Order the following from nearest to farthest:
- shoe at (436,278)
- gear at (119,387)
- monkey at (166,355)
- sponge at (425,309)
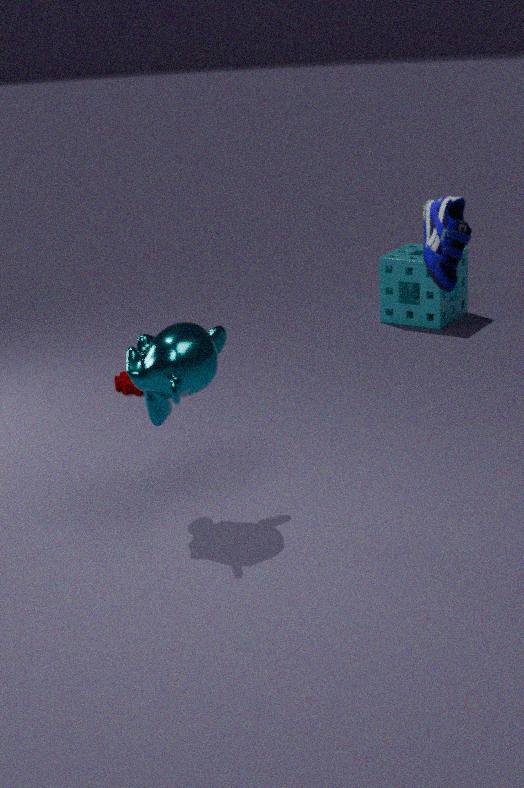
shoe at (436,278), monkey at (166,355), gear at (119,387), sponge at (425,309)
